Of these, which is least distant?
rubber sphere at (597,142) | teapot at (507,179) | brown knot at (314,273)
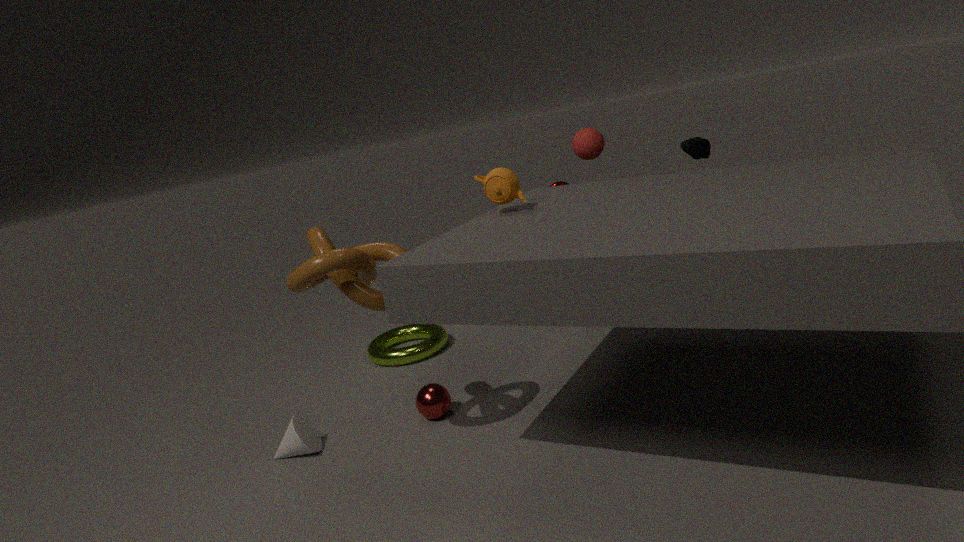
A: brown knot at (314,273)
